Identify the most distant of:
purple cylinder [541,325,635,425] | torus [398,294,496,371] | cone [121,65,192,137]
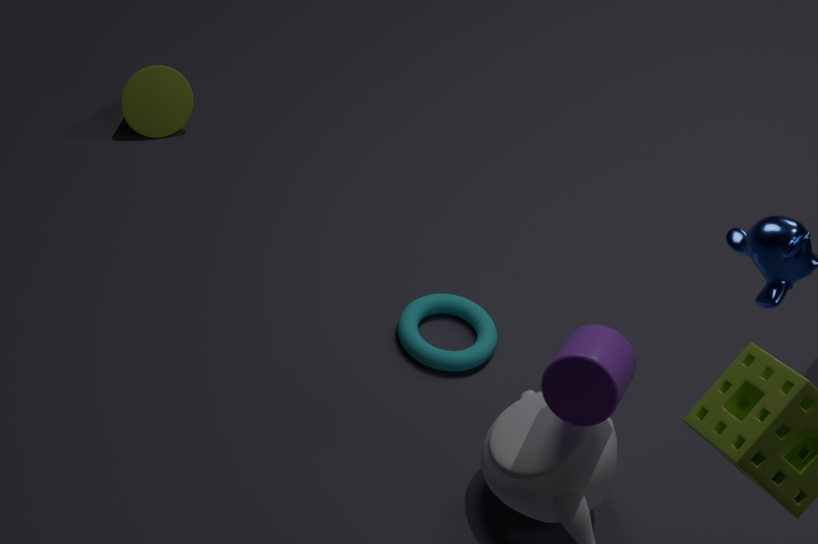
cone [121,65,192,137]
